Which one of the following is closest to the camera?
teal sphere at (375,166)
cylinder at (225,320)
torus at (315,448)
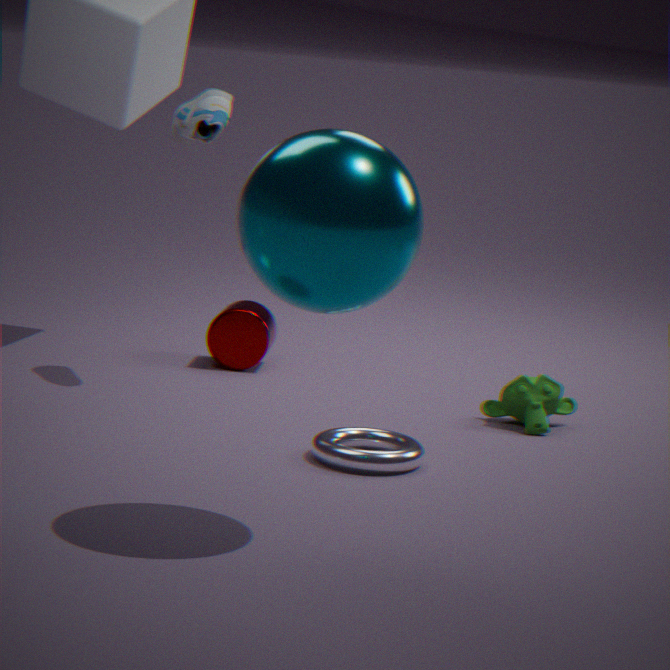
teal sphere at (375,166)
